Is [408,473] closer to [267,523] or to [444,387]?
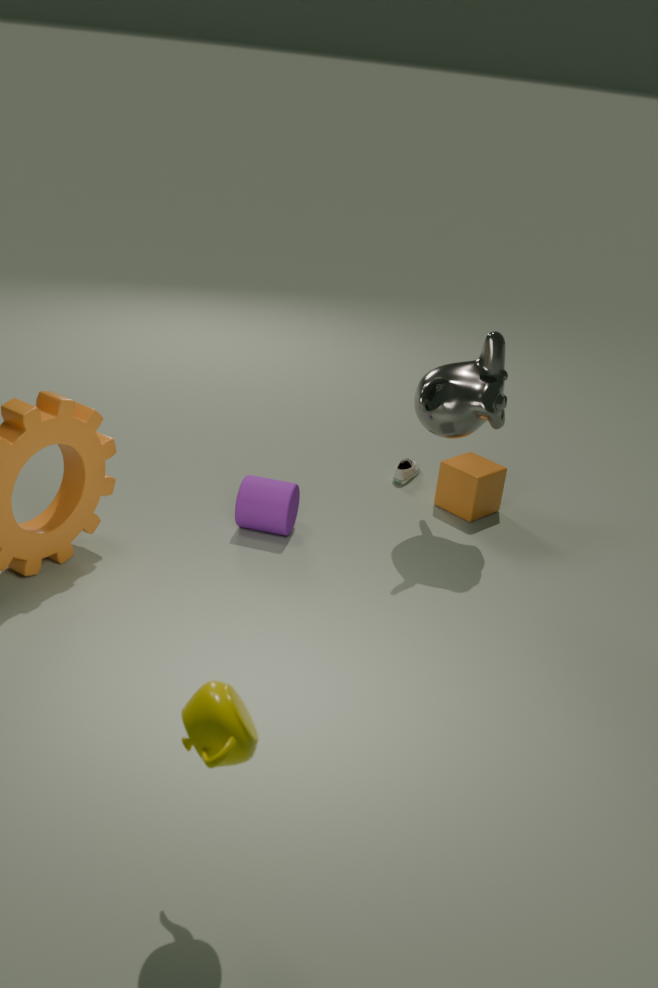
[444,387]
